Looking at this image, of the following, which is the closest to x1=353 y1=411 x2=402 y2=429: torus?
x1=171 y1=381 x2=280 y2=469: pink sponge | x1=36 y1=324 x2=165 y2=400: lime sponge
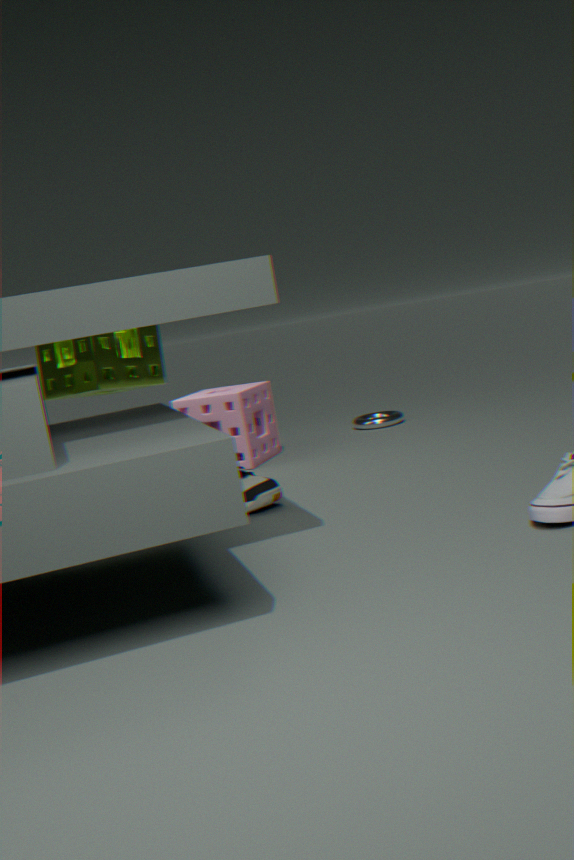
x1=171 y1=381 x2=280 y2=469: pink sponge
